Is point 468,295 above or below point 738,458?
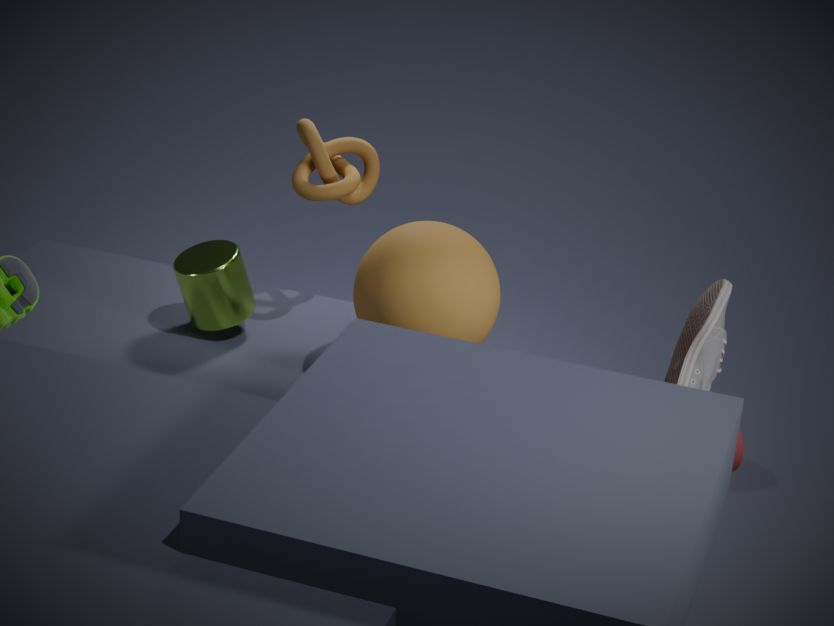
above
